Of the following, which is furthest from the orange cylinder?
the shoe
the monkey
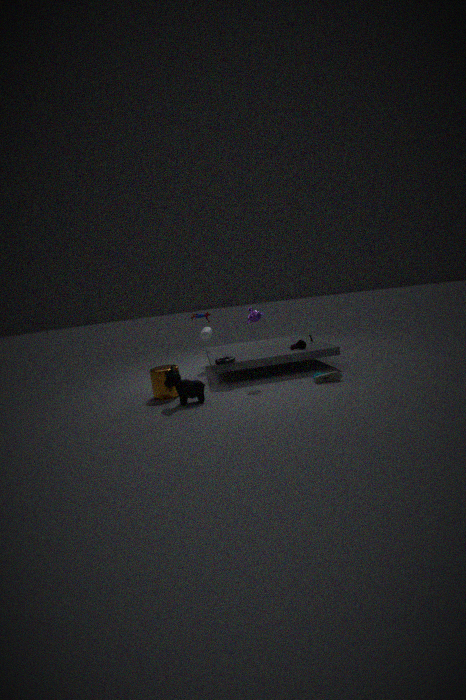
the shoe
